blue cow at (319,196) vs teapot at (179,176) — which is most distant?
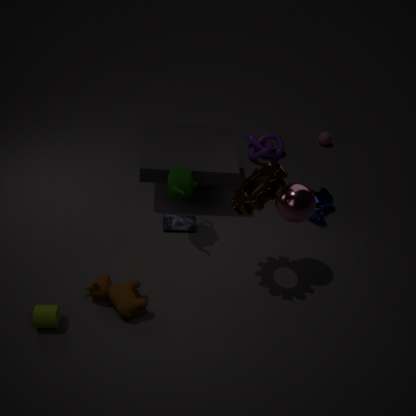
blue cow at (319,196)
